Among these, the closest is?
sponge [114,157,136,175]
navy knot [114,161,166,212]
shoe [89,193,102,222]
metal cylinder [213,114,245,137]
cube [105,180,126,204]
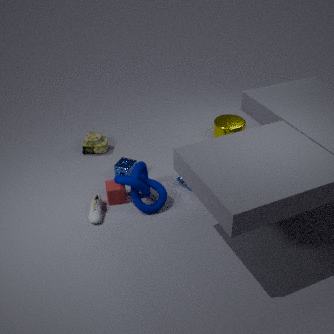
navy knot [114,161,166,212]
